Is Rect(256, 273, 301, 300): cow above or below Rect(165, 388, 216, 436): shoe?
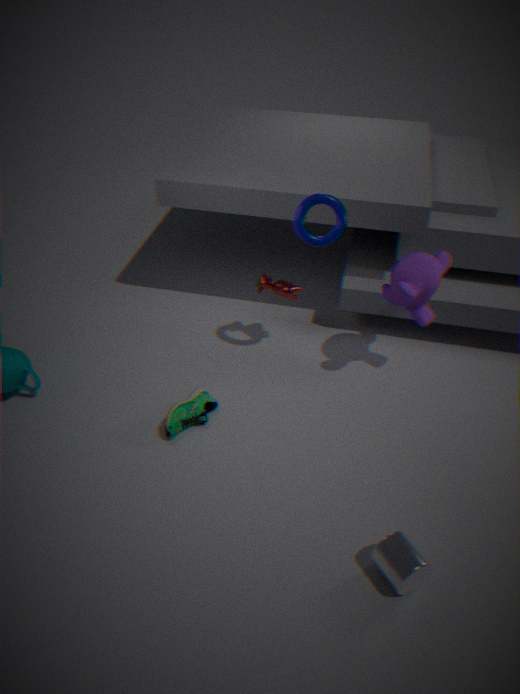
above
